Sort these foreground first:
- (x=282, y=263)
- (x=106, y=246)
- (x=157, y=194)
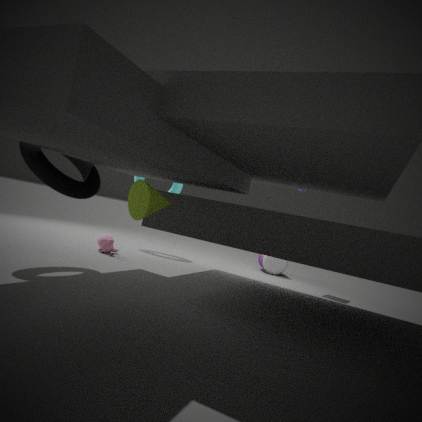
(x=157, y=194) → (x=106, y=246) → (x=282, y=263)
